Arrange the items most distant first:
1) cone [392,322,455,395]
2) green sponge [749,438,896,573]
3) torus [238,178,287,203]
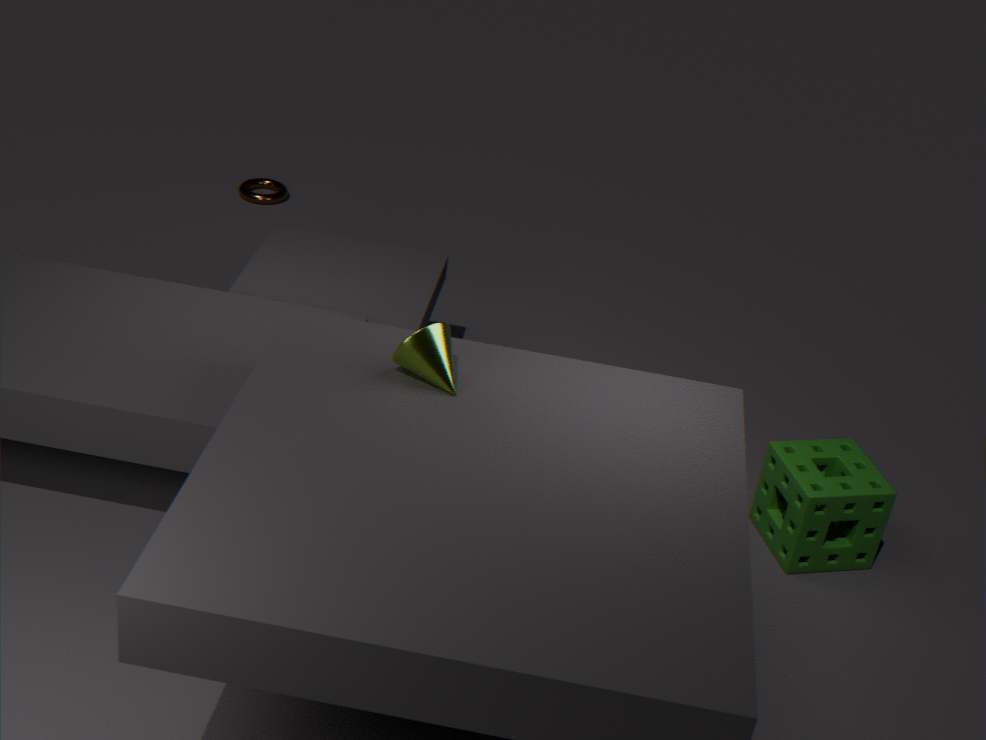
3. torus [238,178,287,203], 2. green sponge [749,438,896,573], 1. cone [392,322,455,395]
